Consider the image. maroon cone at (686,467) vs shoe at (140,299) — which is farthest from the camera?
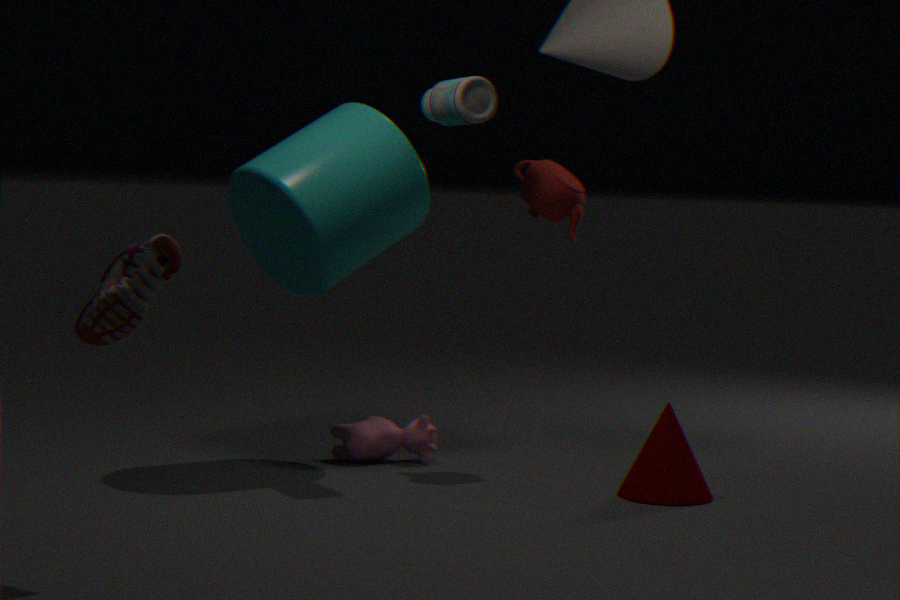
maroon cone at (686,467)
